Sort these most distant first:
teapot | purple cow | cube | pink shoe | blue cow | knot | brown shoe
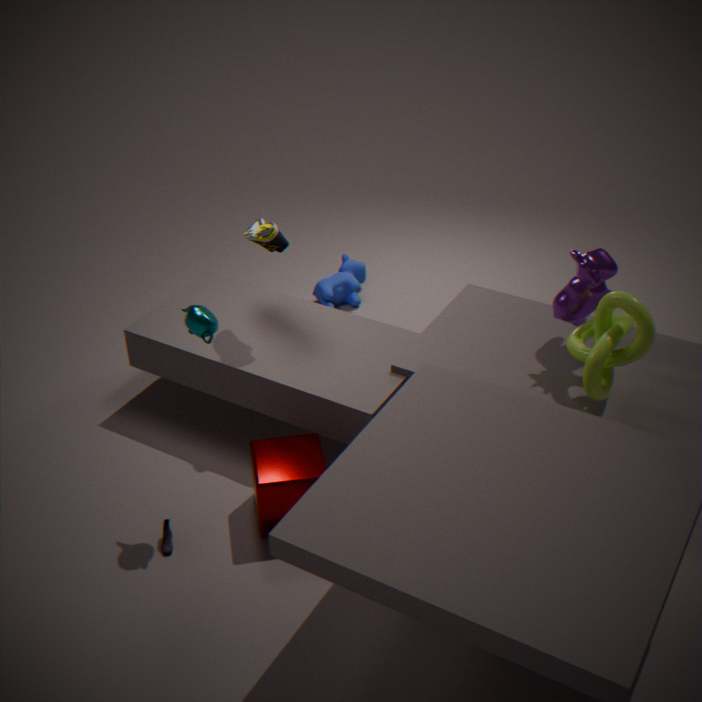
blue cow, brown shoe, purple cow, pink shoe, cube, teapot, knot
